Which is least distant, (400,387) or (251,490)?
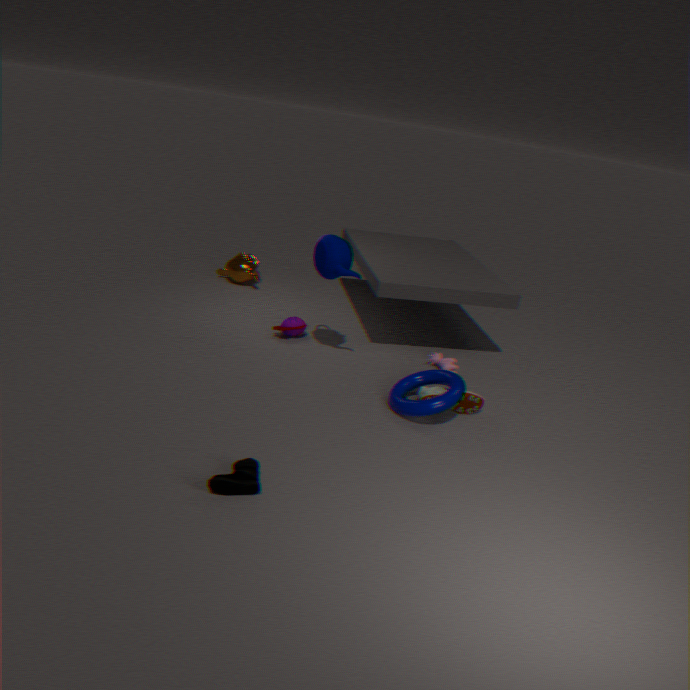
(251,490)
